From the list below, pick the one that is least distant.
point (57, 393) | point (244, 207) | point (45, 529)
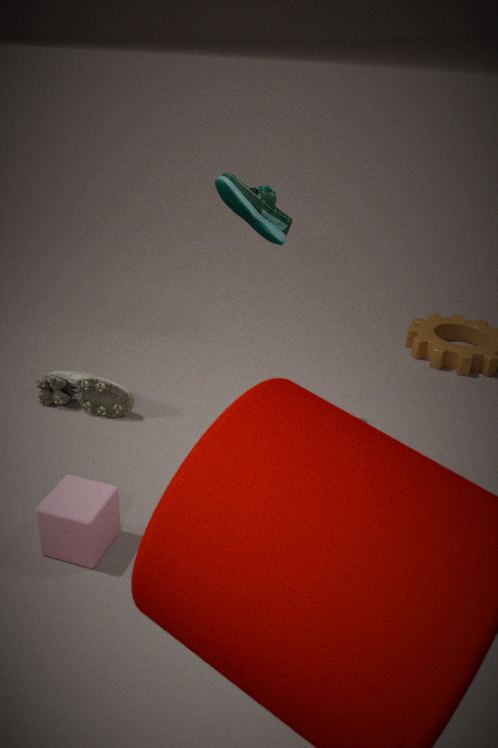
point (45, 529)
